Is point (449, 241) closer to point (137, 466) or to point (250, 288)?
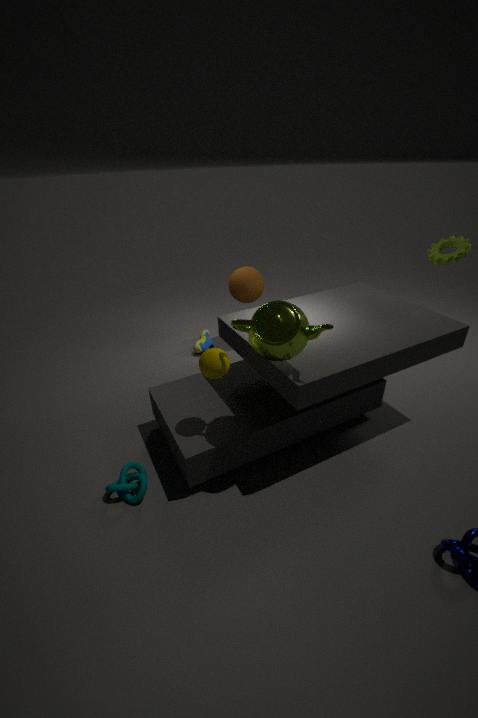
point (250, 288)
